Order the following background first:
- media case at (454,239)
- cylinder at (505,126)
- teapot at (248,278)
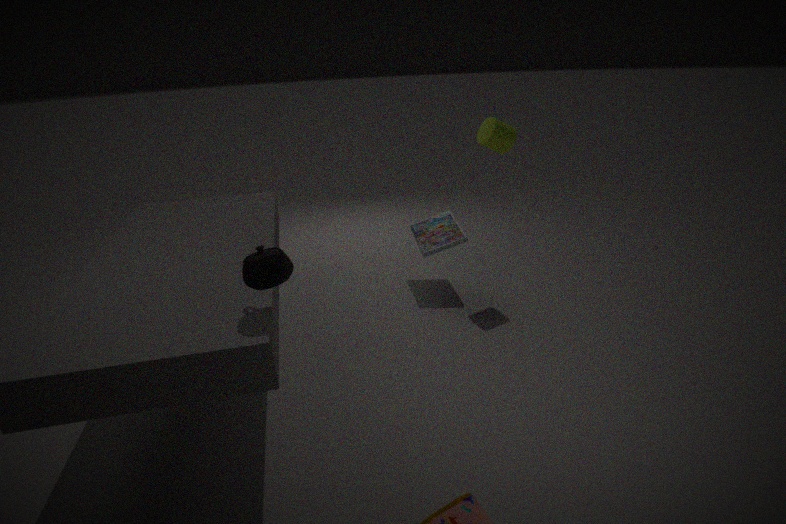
media case at (454,239), cylinder at (505,126), teapot at (248,278)
